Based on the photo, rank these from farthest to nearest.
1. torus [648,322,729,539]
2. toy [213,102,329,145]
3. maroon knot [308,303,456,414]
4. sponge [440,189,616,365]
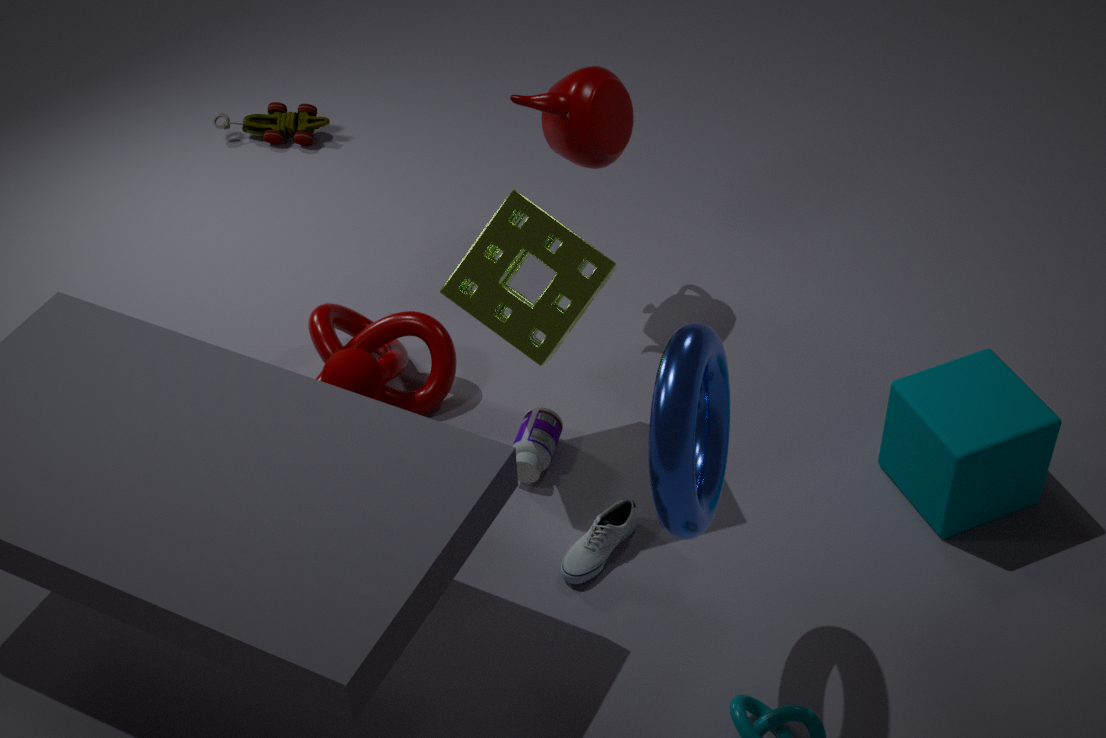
toy [213,102,329,145] → maroon knot [308,303,456,414] → sponge [440,189,616,365] → torus [648,322,729,539]
